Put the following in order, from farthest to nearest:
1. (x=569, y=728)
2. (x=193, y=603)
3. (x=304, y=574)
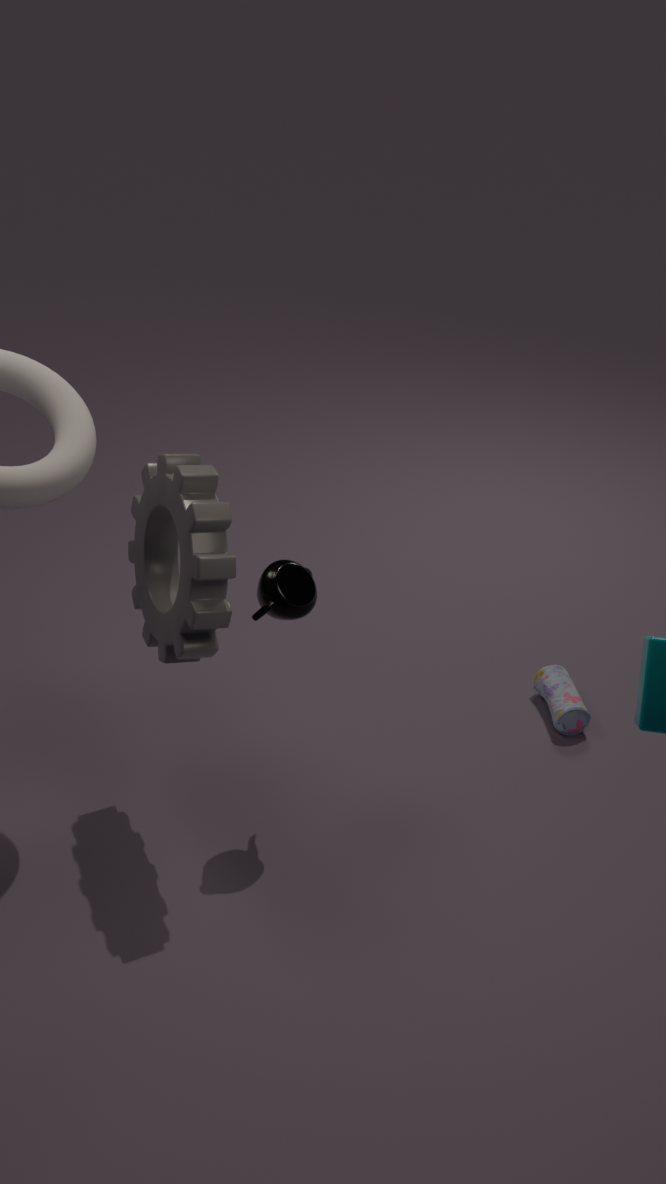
(x=569, y=728) < (x=304, y=574) < (x=193, y=603)
